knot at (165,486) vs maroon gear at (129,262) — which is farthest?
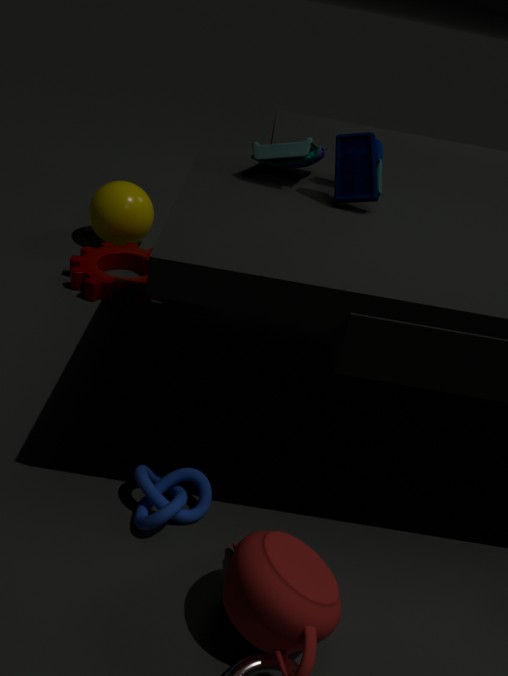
maroon gear at (129,262)
